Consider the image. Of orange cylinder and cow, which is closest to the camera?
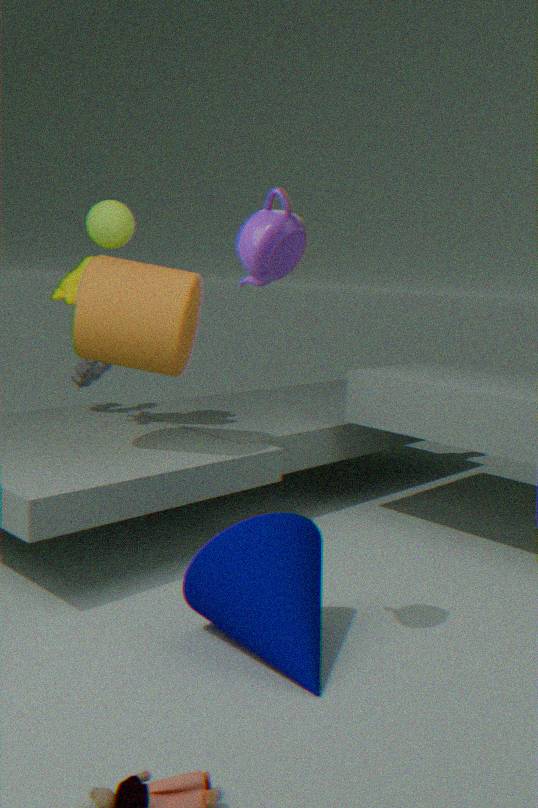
orange cylinder
